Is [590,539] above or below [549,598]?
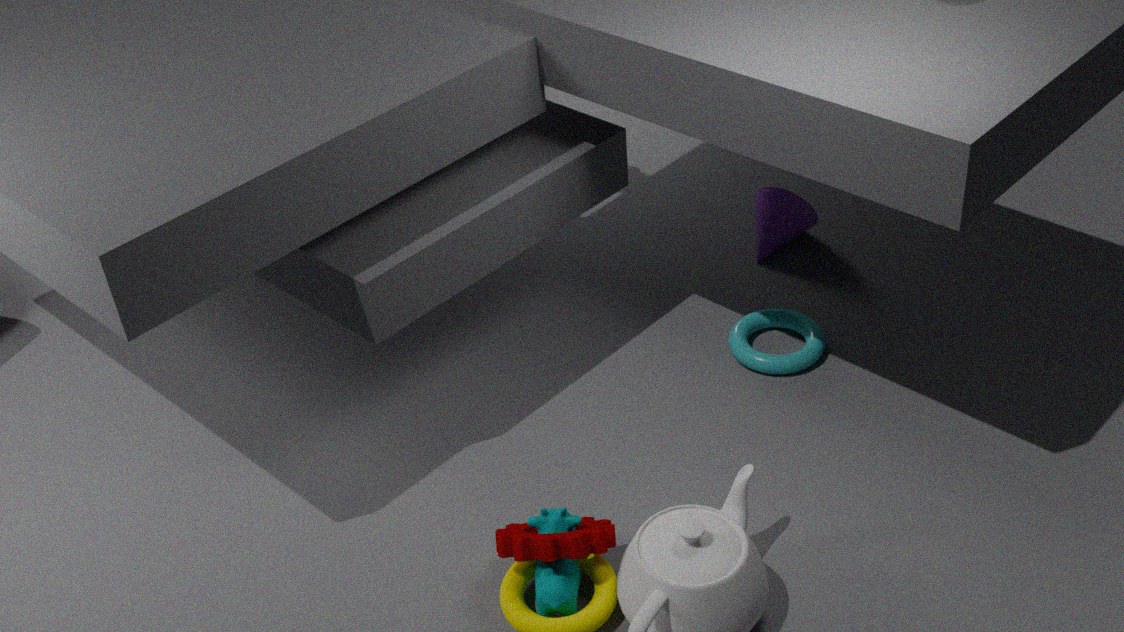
above
